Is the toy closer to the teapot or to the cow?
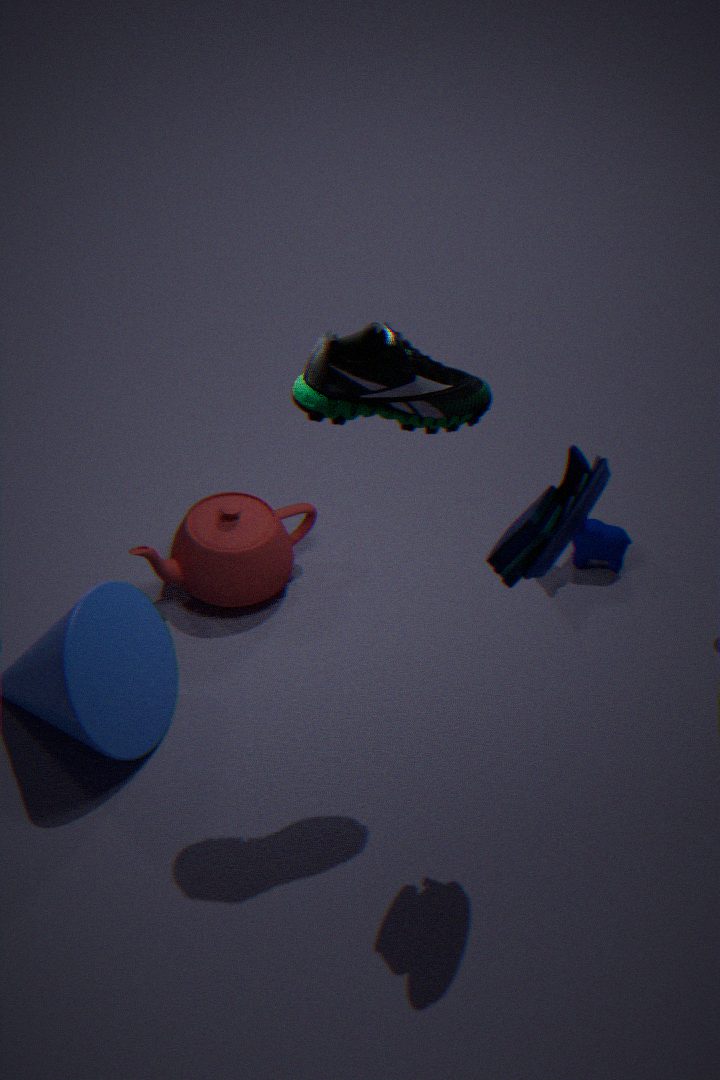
the cow
